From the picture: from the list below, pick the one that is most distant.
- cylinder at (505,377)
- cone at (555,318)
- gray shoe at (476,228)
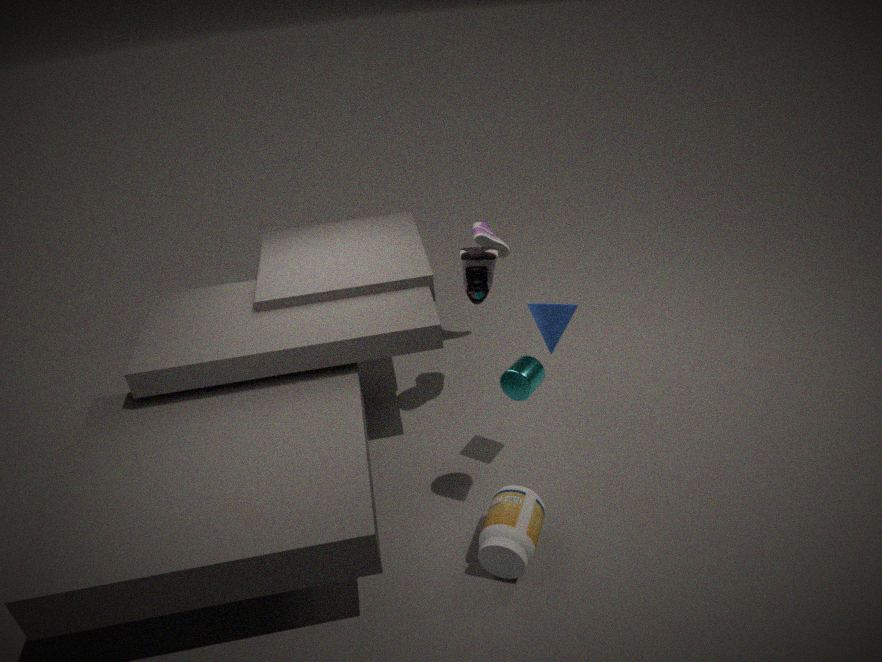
gray shoe at (476,228)
